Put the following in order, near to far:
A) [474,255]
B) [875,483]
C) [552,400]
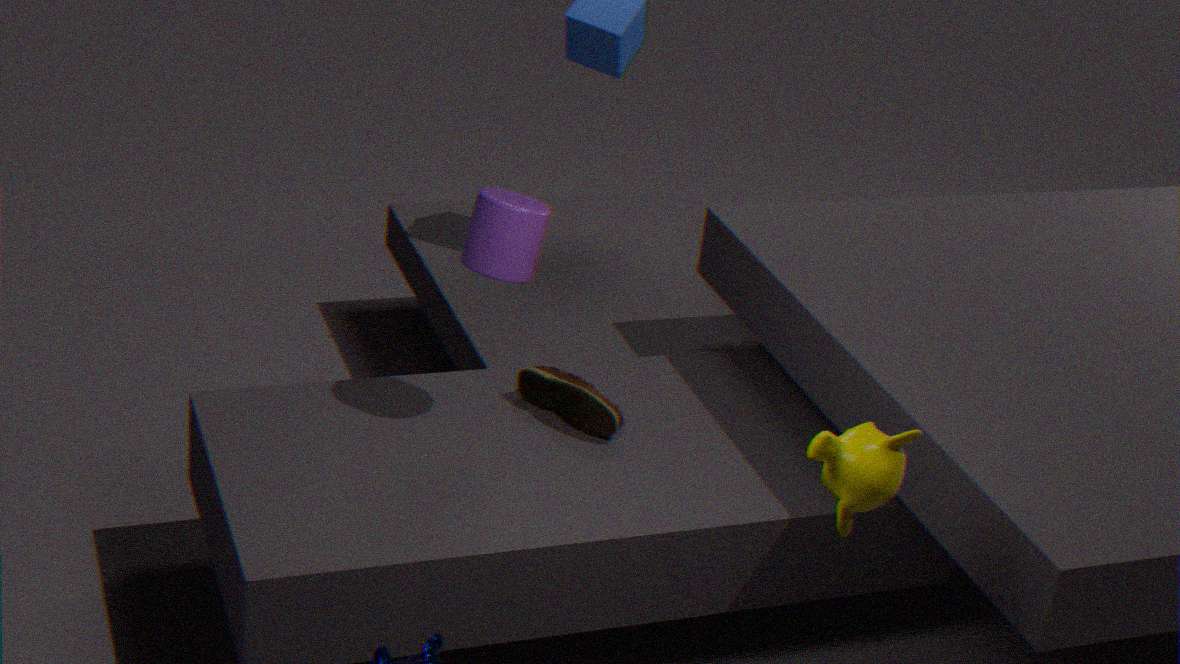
[875,483]
[474,255]
[552,400]
